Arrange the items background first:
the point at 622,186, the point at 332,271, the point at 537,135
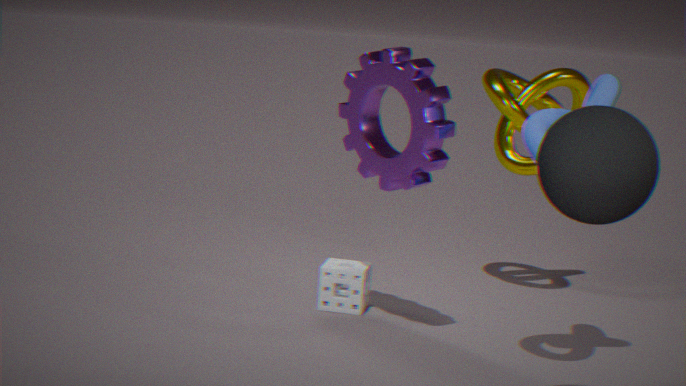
the point at 332,271 < the point at 537,135 < the point at 622,186
